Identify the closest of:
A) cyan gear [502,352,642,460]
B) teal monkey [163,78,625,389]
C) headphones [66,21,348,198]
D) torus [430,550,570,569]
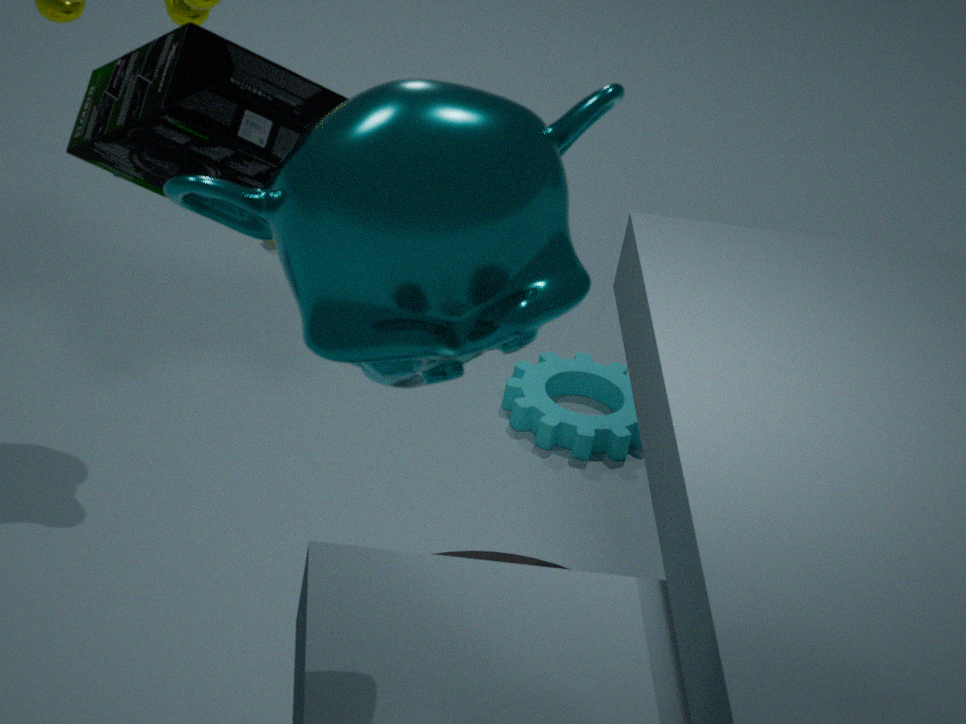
teal monkey [163,78,625,389]
